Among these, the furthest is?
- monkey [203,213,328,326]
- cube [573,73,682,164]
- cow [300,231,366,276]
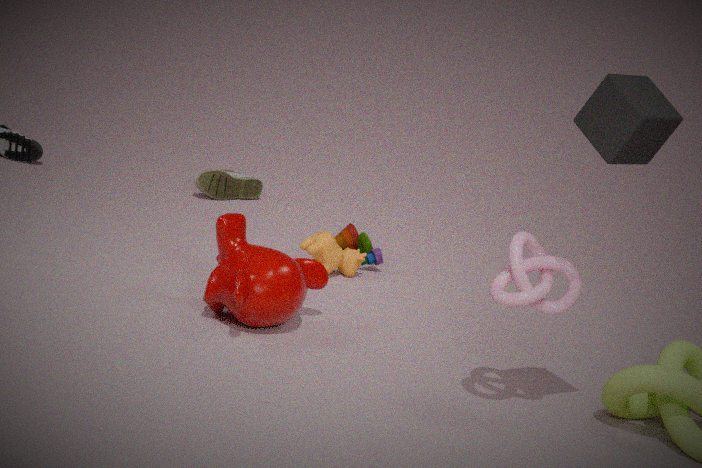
cow [300,231,366,276]
